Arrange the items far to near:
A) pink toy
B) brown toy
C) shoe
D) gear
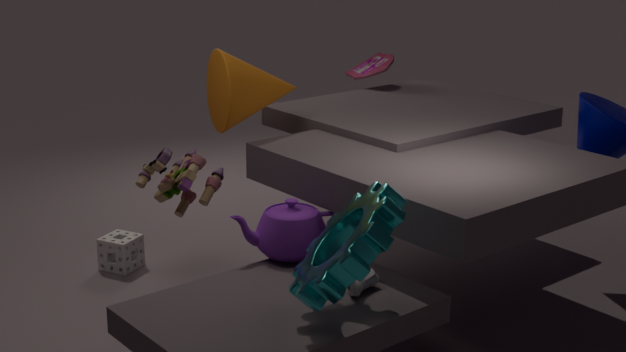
1. pink toy
2. brown toy
3. shoe
4. gear
